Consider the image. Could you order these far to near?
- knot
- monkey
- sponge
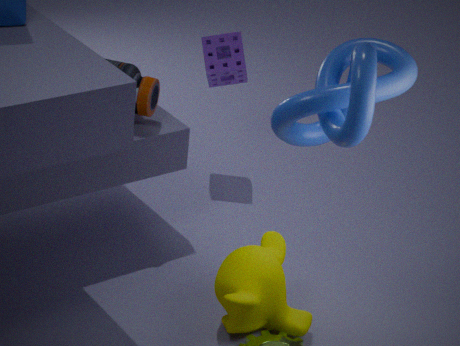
sponge, monkey, knot
